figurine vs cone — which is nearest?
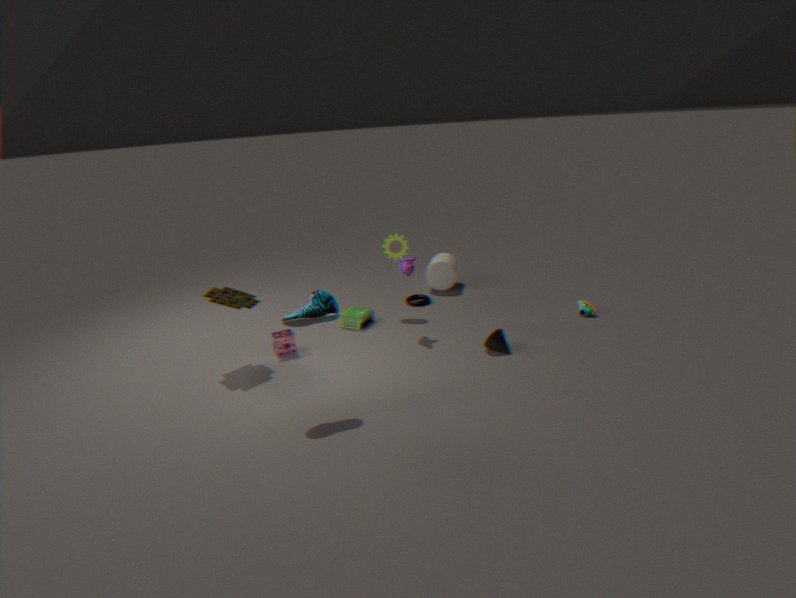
cone
